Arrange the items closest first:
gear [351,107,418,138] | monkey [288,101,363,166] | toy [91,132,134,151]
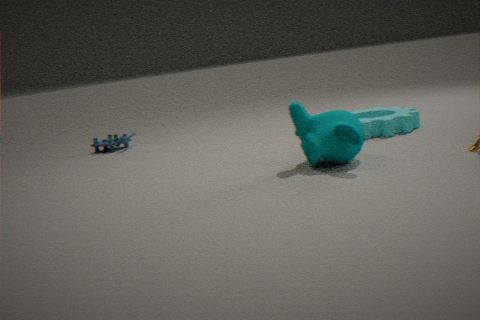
monkey [288,101,363,166], gear [351,107,418,138], toy [91,132,134,151]
